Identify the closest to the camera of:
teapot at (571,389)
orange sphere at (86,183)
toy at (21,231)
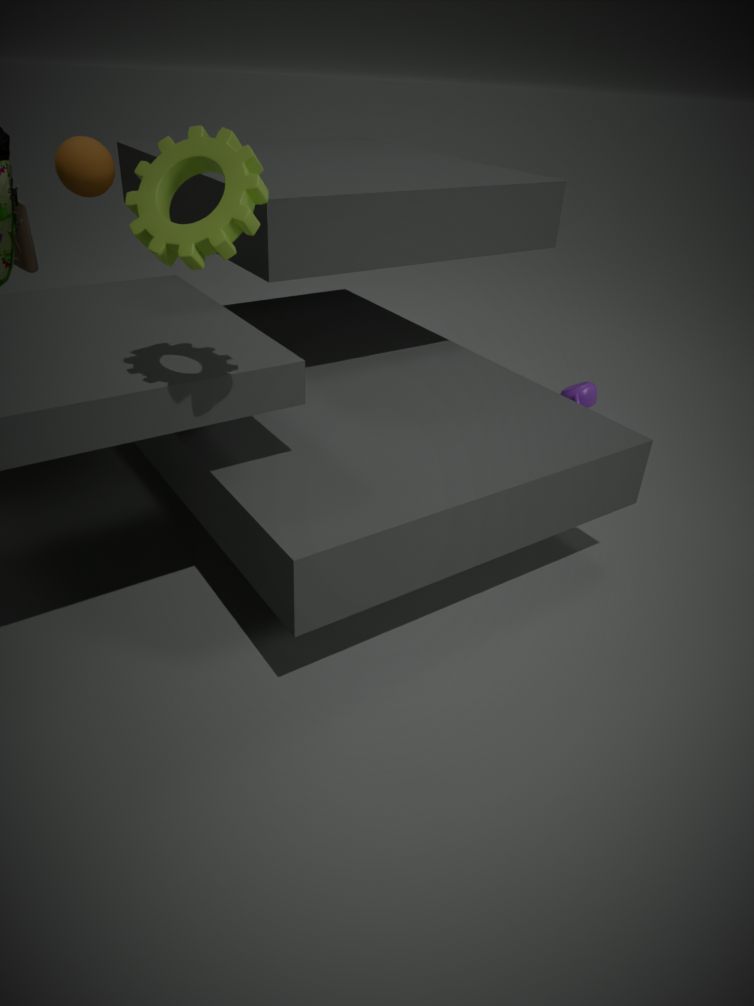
orange sphere at (86,183)
